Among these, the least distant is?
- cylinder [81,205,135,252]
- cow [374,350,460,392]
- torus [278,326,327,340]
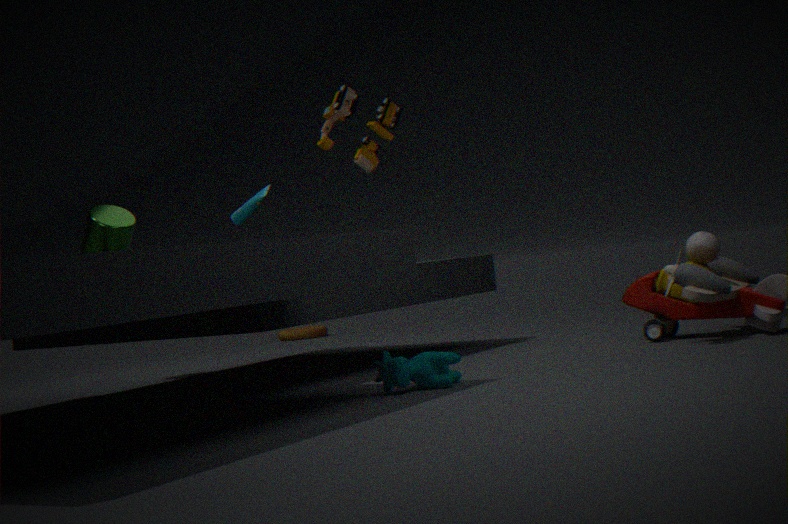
cow [374,350,460,392]
